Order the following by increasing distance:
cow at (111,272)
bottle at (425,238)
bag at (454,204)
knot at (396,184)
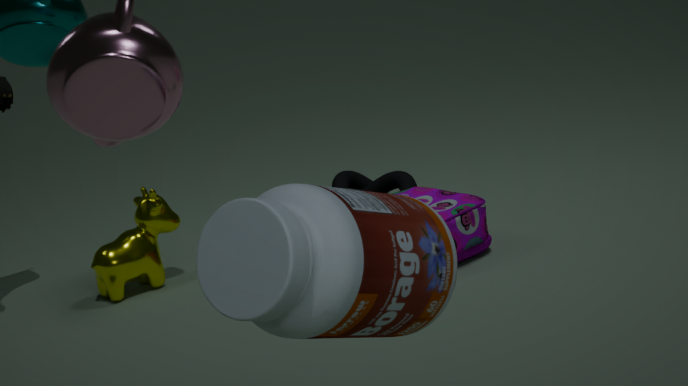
bottle at (425,238)
bag at (454,204)
cow at (111,272)
knot at (396,184)
